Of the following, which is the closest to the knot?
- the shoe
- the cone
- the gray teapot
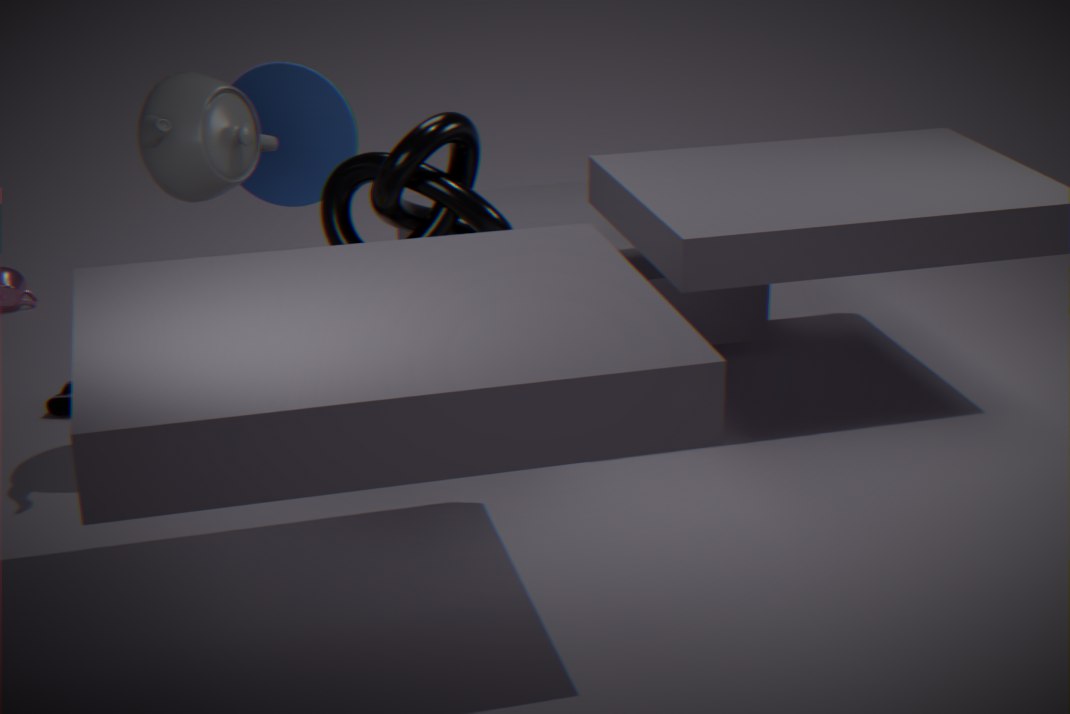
the gray teapot
